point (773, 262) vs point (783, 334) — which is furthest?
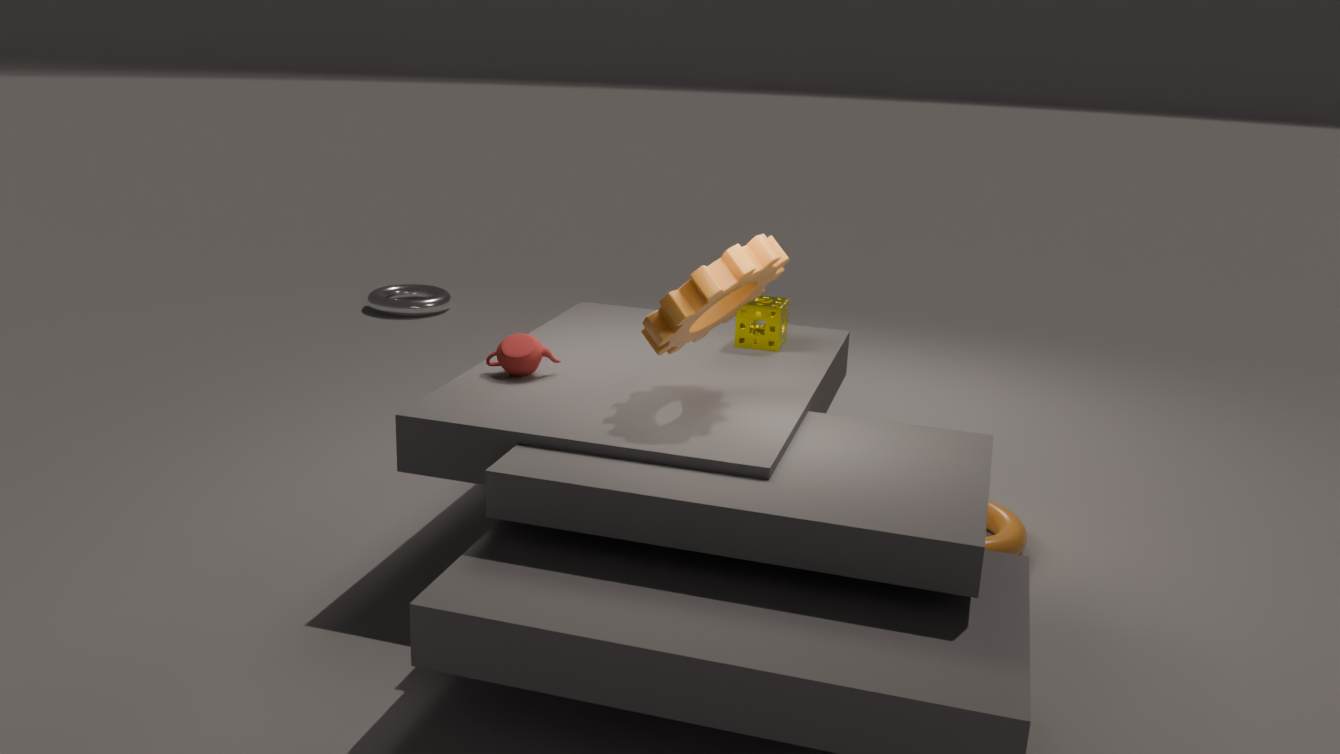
point (783, 334)
